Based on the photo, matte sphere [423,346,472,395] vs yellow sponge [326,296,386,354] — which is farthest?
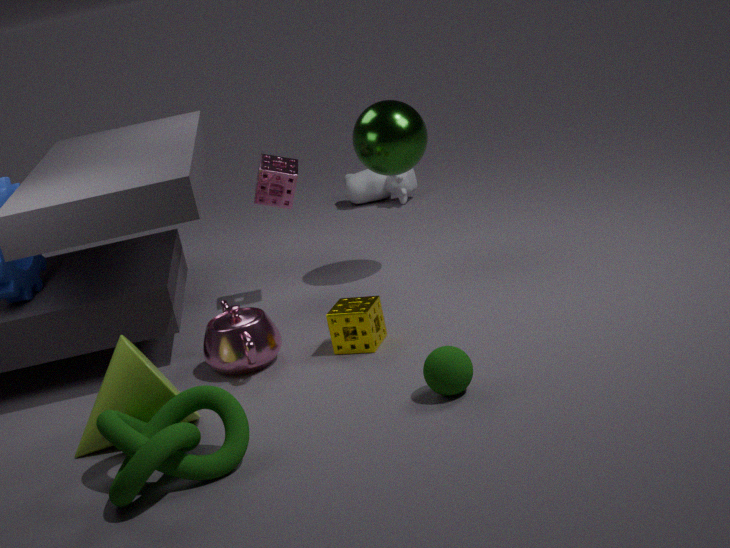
yellow sponge [326,296,386,354]
